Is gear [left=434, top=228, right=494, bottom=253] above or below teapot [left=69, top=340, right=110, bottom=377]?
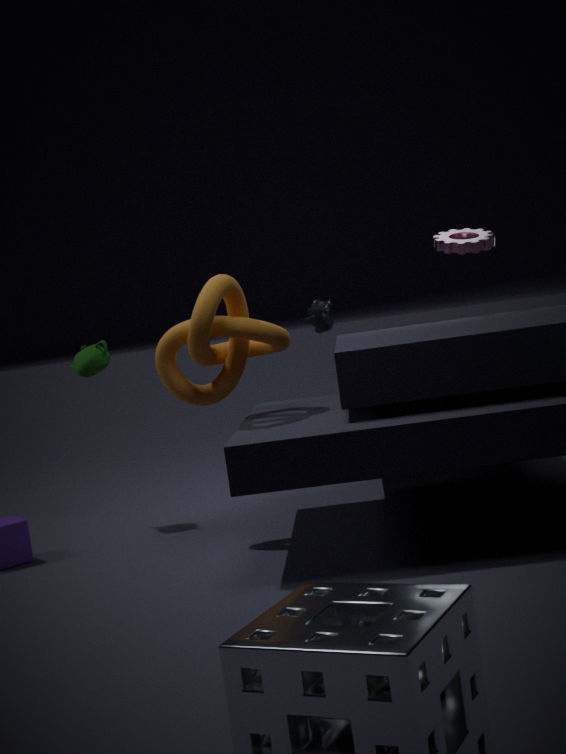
above
